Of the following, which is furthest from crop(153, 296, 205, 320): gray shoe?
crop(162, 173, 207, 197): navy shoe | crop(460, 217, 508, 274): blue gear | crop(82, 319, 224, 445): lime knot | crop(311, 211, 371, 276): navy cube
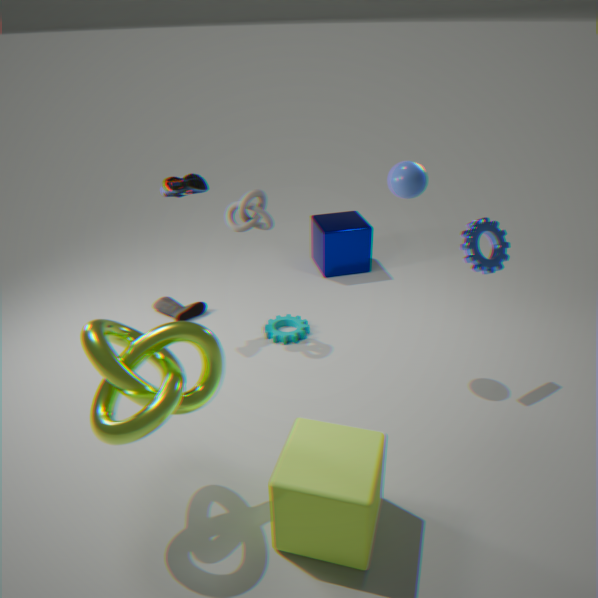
crop(460, 217, 508, 274): blue gear
